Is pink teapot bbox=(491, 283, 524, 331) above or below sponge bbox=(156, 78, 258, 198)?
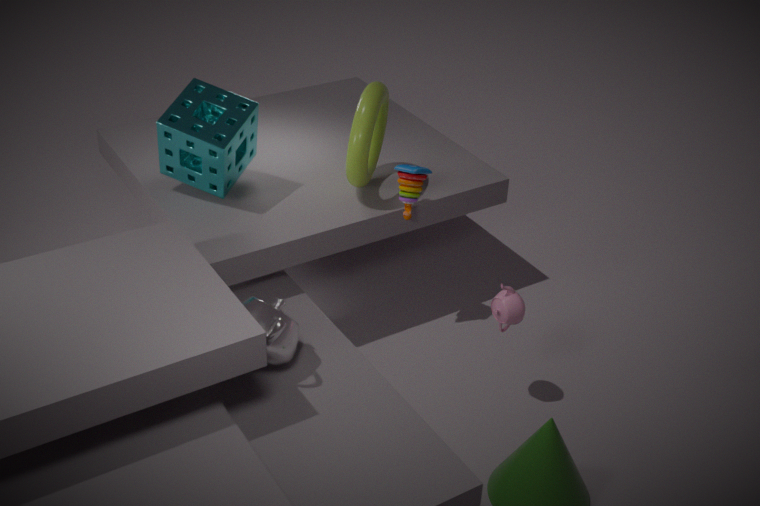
below
